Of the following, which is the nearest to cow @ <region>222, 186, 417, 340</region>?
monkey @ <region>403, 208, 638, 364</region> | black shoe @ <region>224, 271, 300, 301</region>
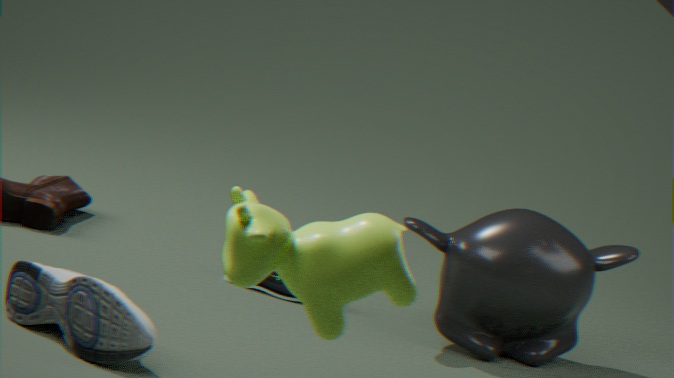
monkey @ <region>403, 208, 638, 364</region>
